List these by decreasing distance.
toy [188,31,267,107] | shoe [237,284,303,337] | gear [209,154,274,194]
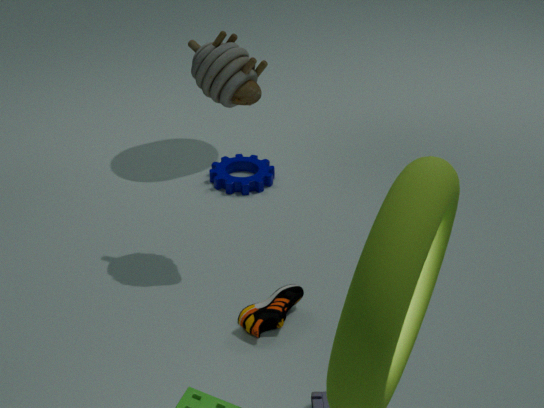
1. gear [209,154,274,194]
2. toy [188,31,267,107]
3. shoe [237,284,303,337]
